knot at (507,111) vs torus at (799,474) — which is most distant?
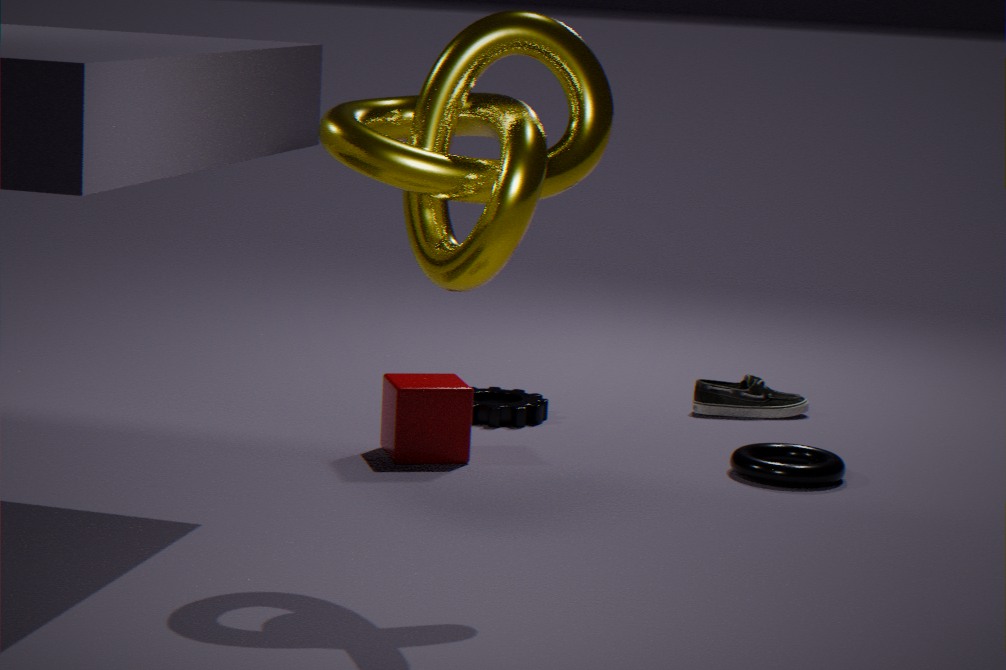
torus at (799,474)
